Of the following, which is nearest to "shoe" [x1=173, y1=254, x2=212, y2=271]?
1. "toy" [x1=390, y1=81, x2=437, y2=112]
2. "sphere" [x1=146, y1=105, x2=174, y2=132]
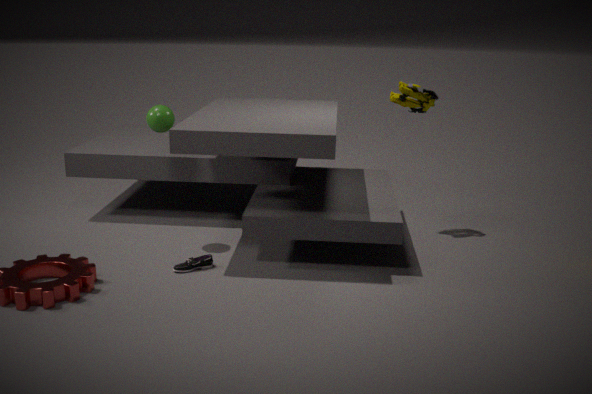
"sphere" [x1=146, y1=105, x2=174, y2=132]
